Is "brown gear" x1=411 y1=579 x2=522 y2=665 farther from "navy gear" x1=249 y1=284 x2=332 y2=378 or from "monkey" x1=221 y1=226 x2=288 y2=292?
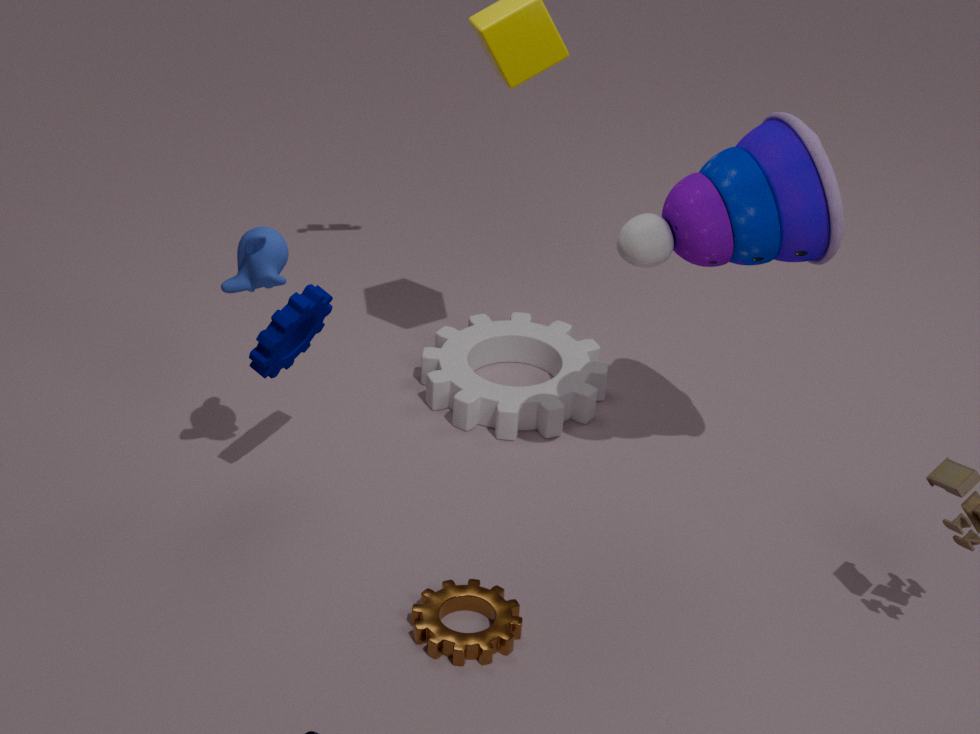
"monkey" x1=221 y1=226 x2=288 y2=292
